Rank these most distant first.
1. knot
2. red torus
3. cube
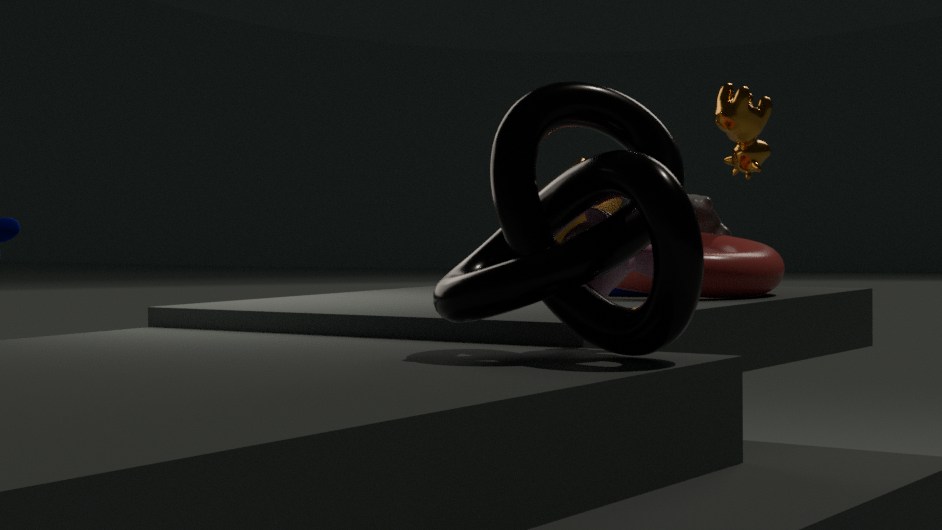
cube, red torus, knot
